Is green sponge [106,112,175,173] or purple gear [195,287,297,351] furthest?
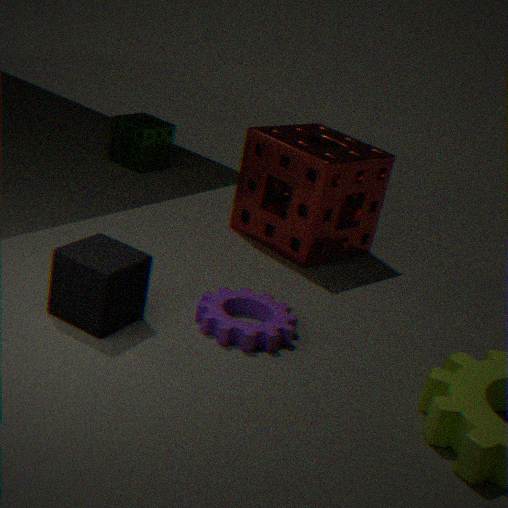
green sponge [106,112,175,173]
